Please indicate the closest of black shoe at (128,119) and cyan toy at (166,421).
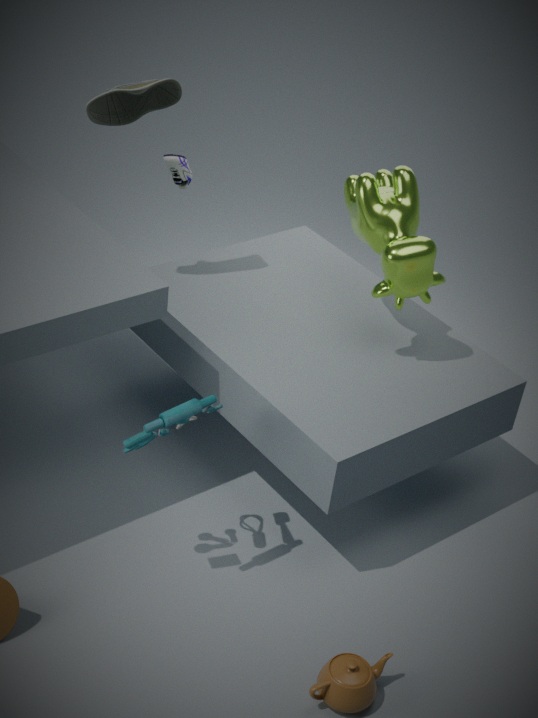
cyan toy at (166,421)
